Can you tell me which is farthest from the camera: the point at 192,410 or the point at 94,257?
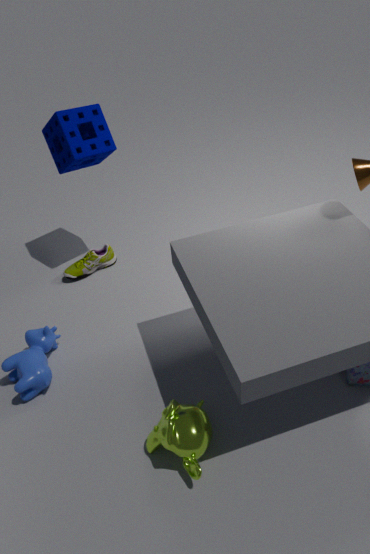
the point at 94,257
